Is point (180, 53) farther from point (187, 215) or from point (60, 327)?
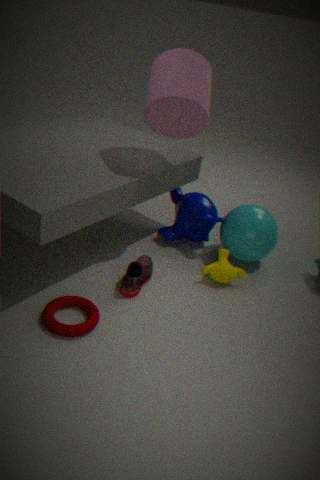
point (60, 327)
